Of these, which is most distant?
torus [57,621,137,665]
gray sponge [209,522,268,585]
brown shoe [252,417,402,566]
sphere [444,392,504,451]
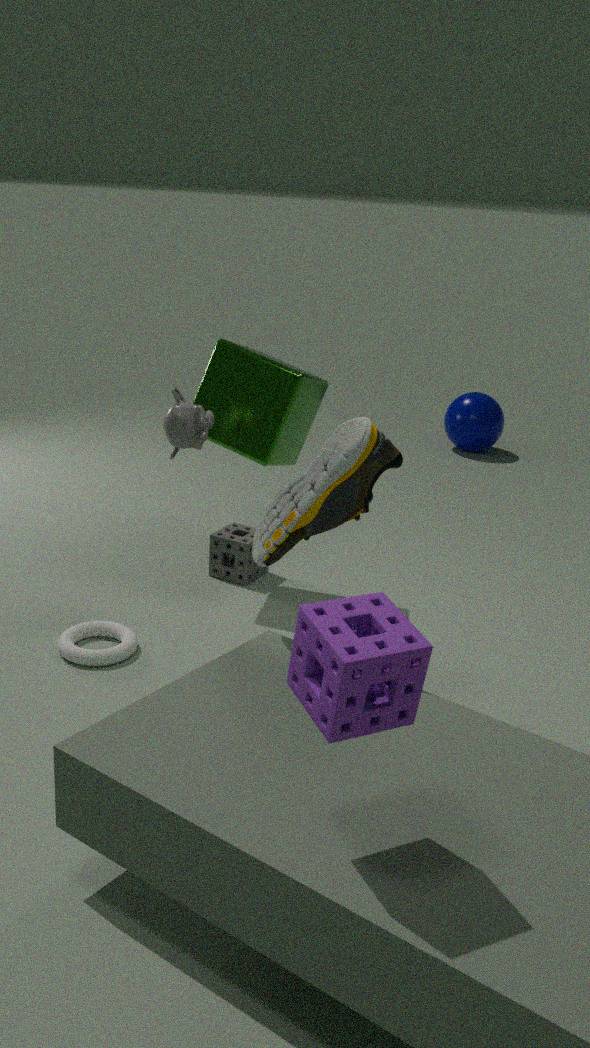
sphere [444,392,504,451]
